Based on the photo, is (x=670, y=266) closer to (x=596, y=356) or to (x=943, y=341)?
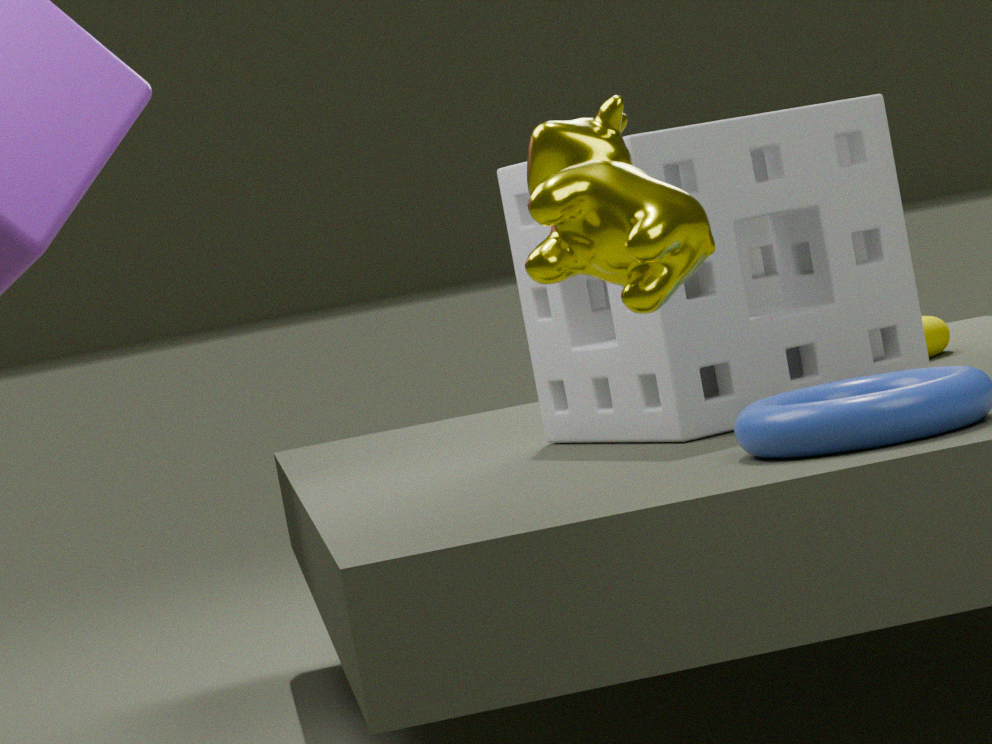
(x=596, y=356)
